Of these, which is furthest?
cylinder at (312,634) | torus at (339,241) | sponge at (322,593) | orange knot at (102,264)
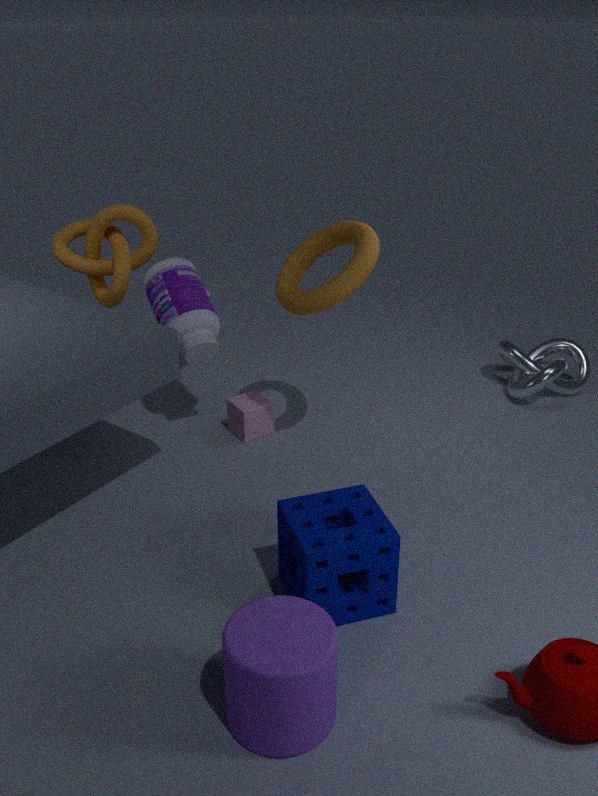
orange knot at (102,264)
